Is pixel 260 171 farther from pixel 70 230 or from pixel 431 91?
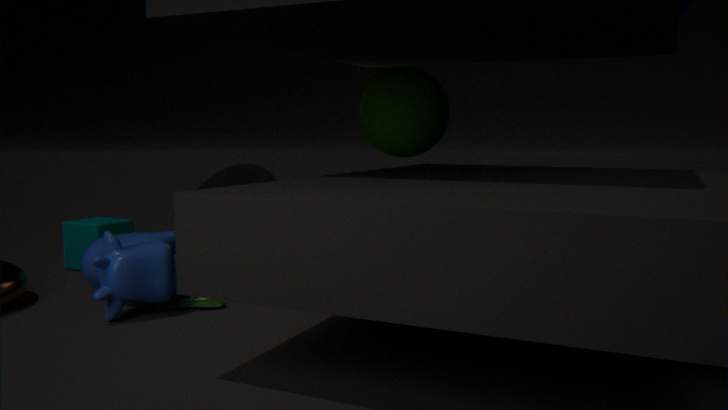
pixel 431 91
